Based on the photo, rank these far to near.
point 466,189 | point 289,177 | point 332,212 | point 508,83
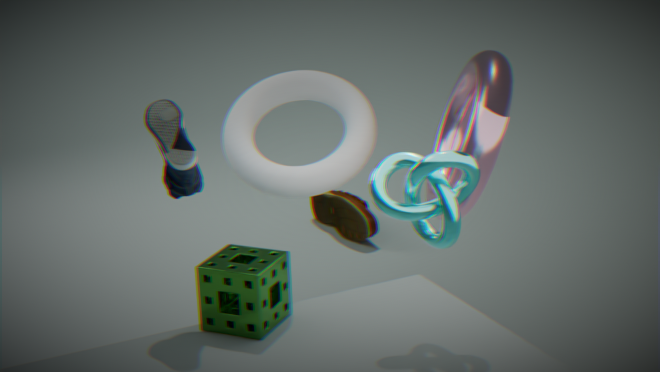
point 332,212
point 289,177
point 508,83
point 466,189
